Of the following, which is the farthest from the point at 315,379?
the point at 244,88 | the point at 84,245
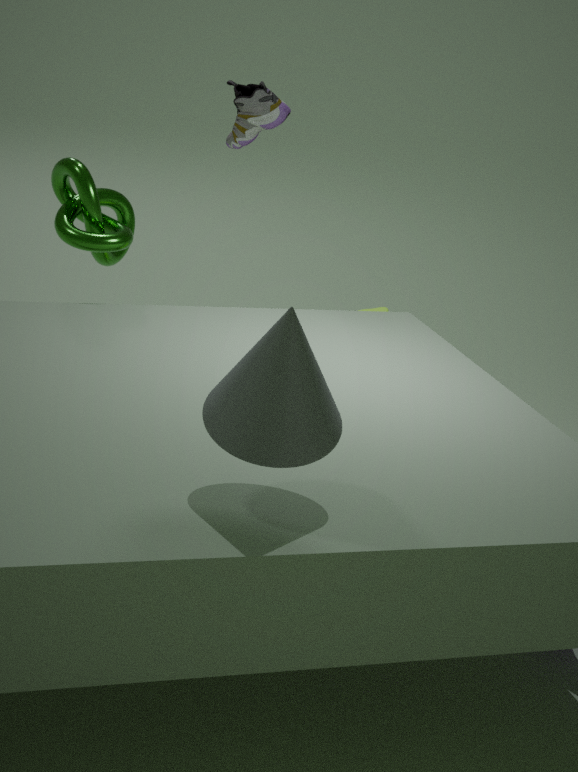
the point at 244,88
